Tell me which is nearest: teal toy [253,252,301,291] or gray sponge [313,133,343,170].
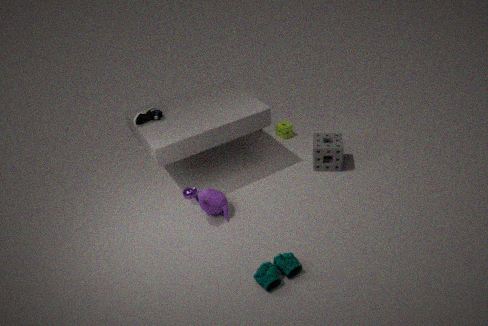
teal toy [253,252,301,291]
